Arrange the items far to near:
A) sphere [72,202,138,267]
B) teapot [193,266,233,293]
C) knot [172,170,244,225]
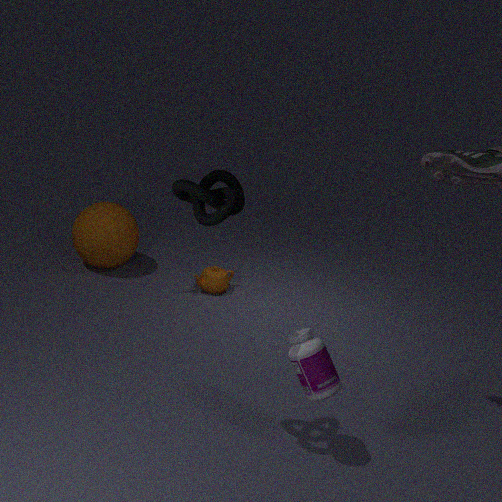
teapot [193,266,233,293]
sphere [72,202,138,267]
knot [172,170,244,225]
